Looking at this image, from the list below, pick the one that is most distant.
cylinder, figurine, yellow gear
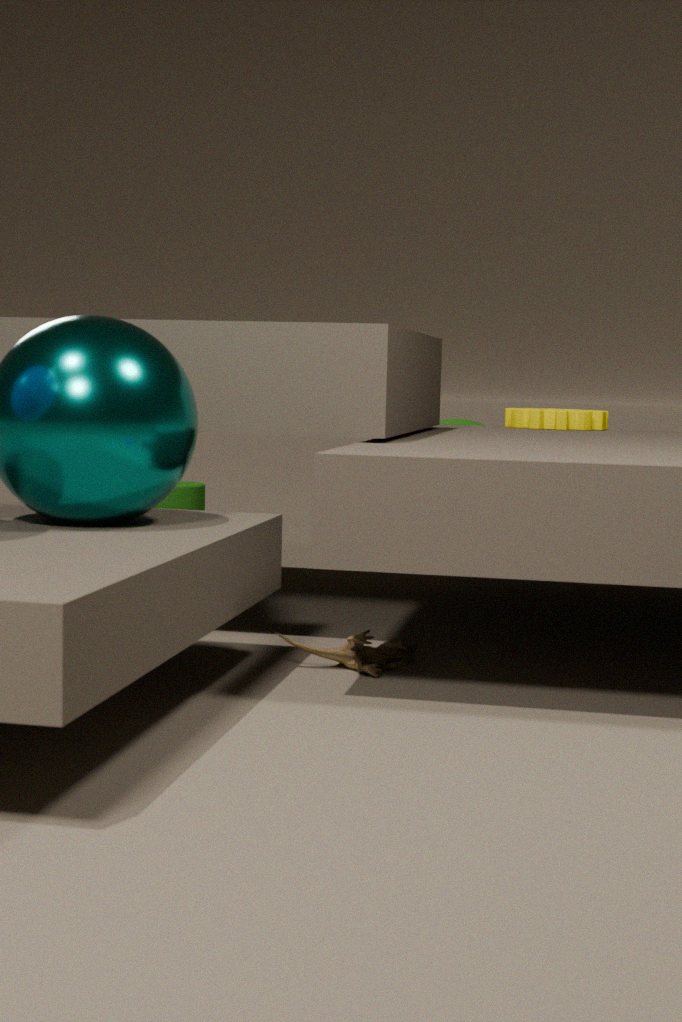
cylinder
